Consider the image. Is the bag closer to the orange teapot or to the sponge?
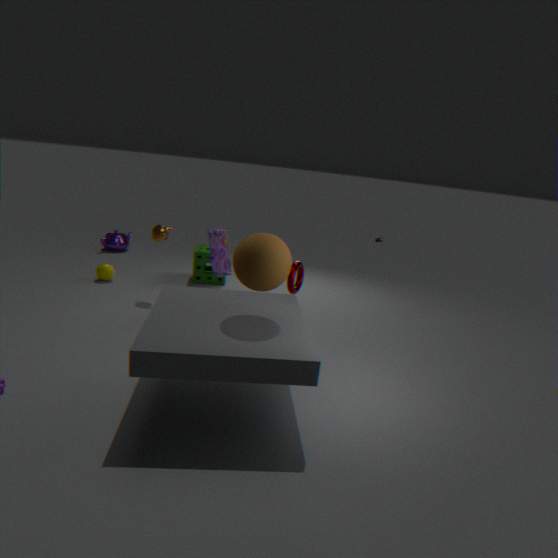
the orange teapot
